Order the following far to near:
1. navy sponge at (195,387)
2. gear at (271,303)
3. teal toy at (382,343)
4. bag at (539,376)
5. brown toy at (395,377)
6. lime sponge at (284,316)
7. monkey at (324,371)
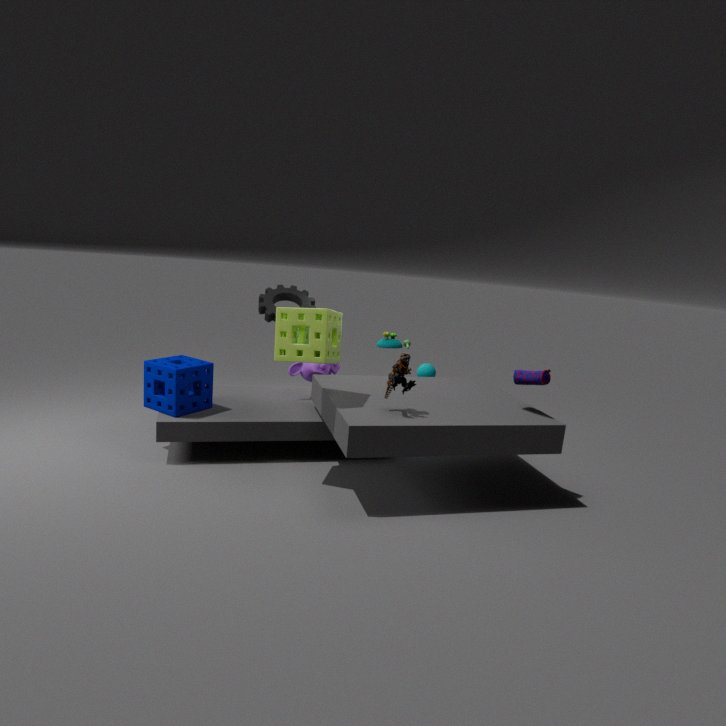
teal toy at (382,343) → gear at (271,303) → monkey at (324,371) → navy sponge at (195,387) → bag at (539,376) → lime sponge at (284,316) → brown toy at (395,377)
